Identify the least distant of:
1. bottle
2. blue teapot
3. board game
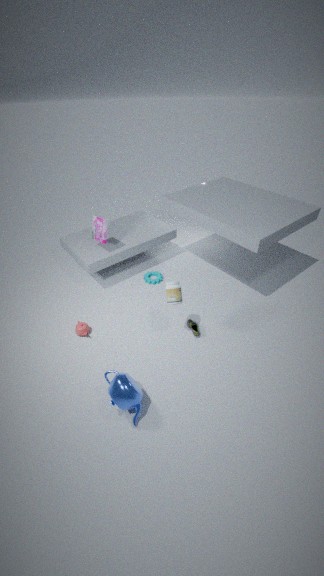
blue teapot
